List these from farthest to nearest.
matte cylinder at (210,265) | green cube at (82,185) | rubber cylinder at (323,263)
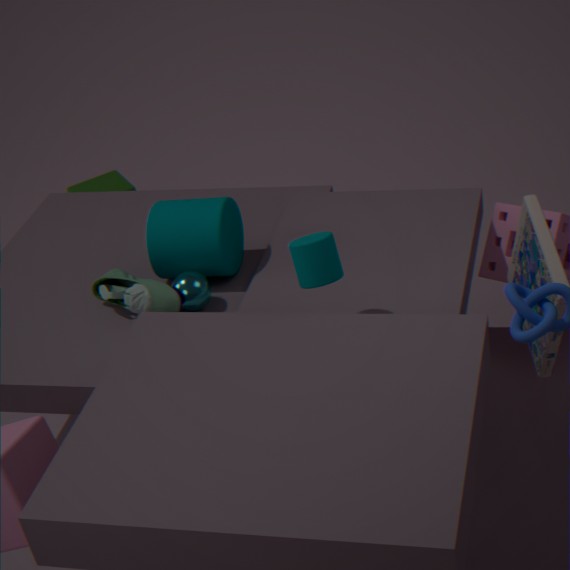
green cube at (82,185), matte cylinder at (210,265), rubber cylinder at (323,263)
